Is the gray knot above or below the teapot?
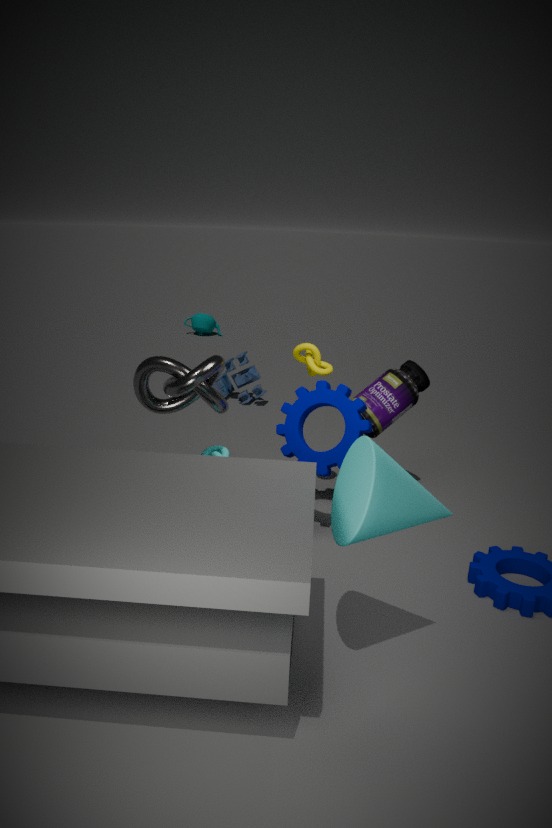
above
